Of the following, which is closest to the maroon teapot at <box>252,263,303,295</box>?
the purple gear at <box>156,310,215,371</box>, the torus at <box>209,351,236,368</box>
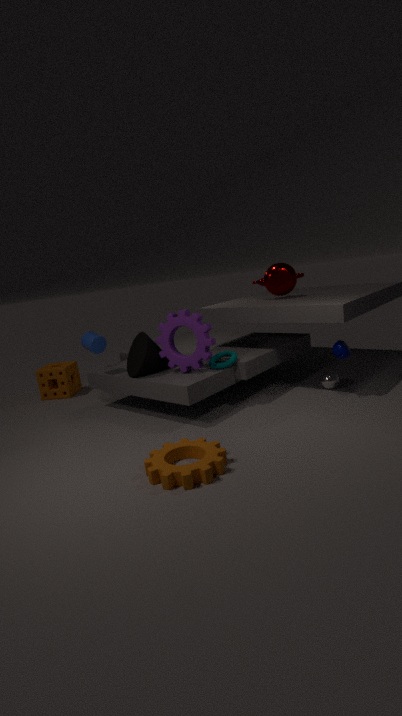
the torus at <box>209,351,236,368</box>
